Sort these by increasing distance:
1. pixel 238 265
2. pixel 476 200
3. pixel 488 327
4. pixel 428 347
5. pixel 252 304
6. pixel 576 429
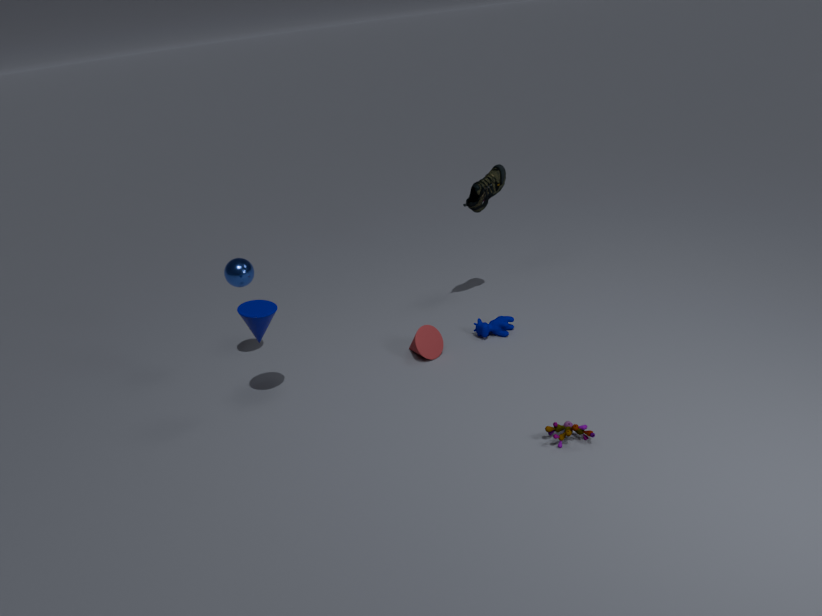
1. pixel 576 429
2. pixel 252 304
3. pixel 238 265
4. pixel 428 347
5. pixel 488 327
6. pixel 476 200
